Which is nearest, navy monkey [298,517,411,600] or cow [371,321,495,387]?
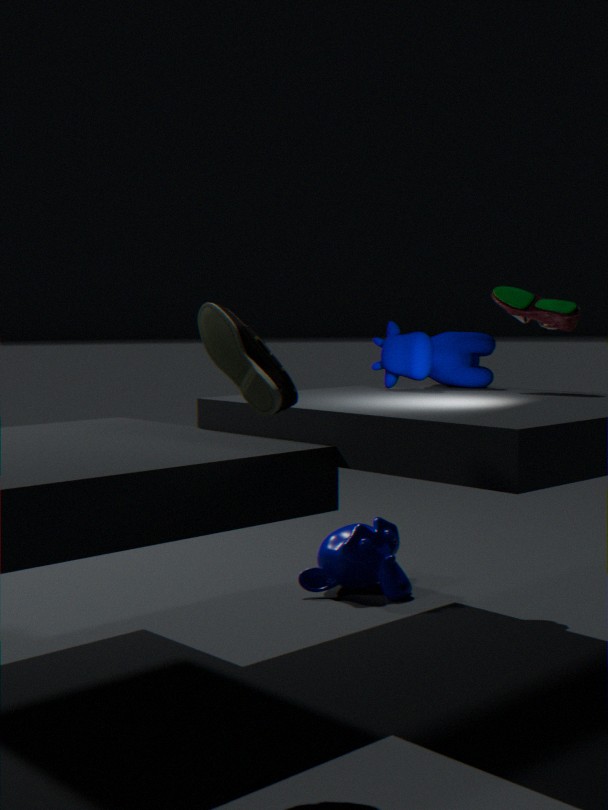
cow [371,321,495,387]
